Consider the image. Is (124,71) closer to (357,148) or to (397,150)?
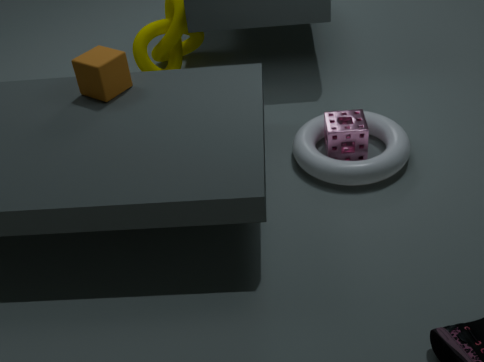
(357,148)
